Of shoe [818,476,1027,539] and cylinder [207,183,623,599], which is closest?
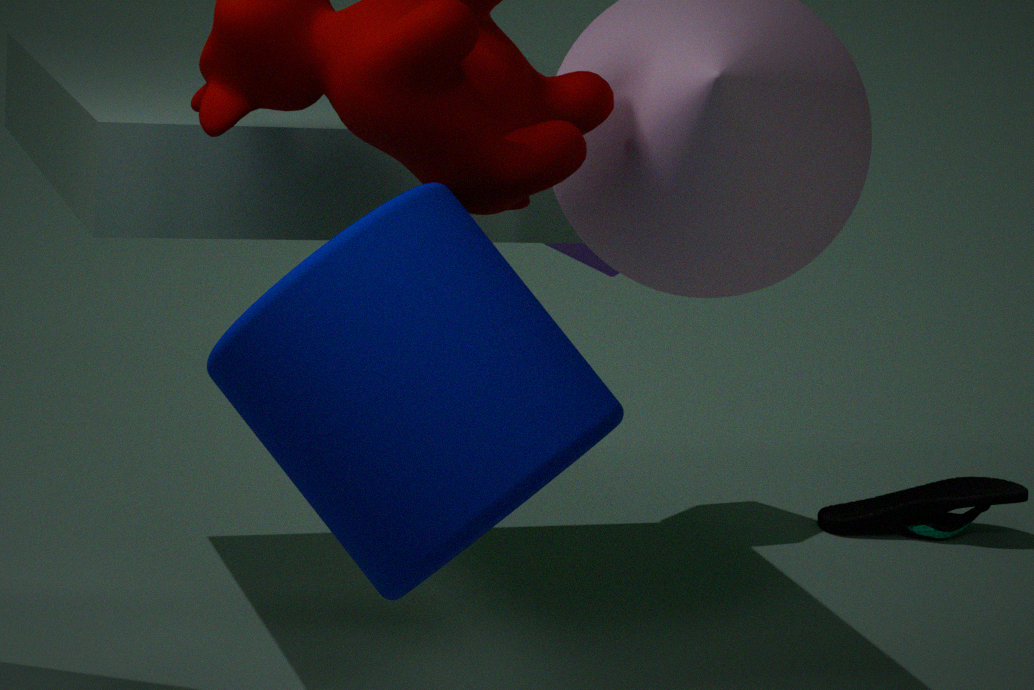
cylinder [207,183,623,599]
